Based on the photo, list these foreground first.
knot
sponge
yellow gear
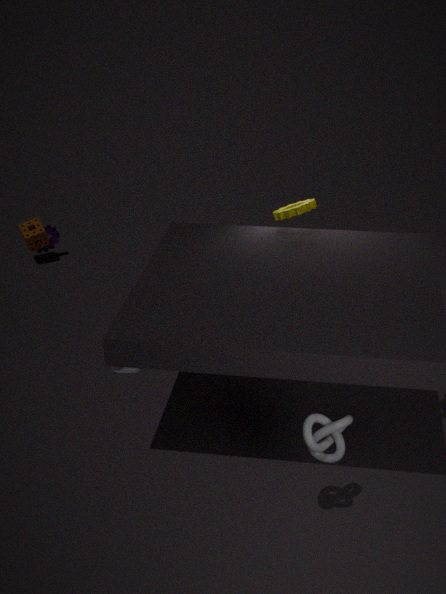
knot
yellow gear
sponge
